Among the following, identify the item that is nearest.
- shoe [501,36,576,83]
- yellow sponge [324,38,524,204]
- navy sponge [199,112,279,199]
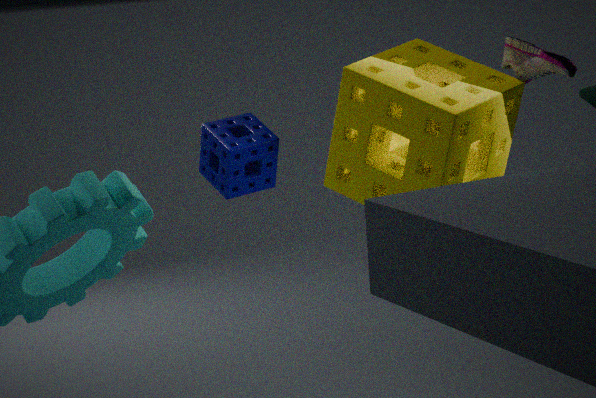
yellow sponge [324,38,524,204]
